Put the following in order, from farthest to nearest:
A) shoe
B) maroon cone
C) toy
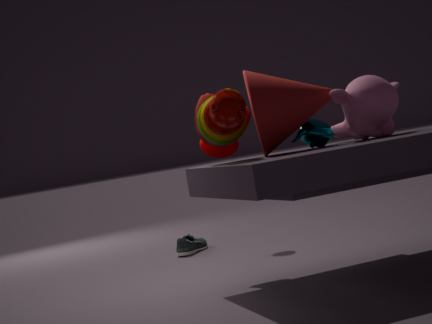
1. shoe
2. maroon cone
3. toy
